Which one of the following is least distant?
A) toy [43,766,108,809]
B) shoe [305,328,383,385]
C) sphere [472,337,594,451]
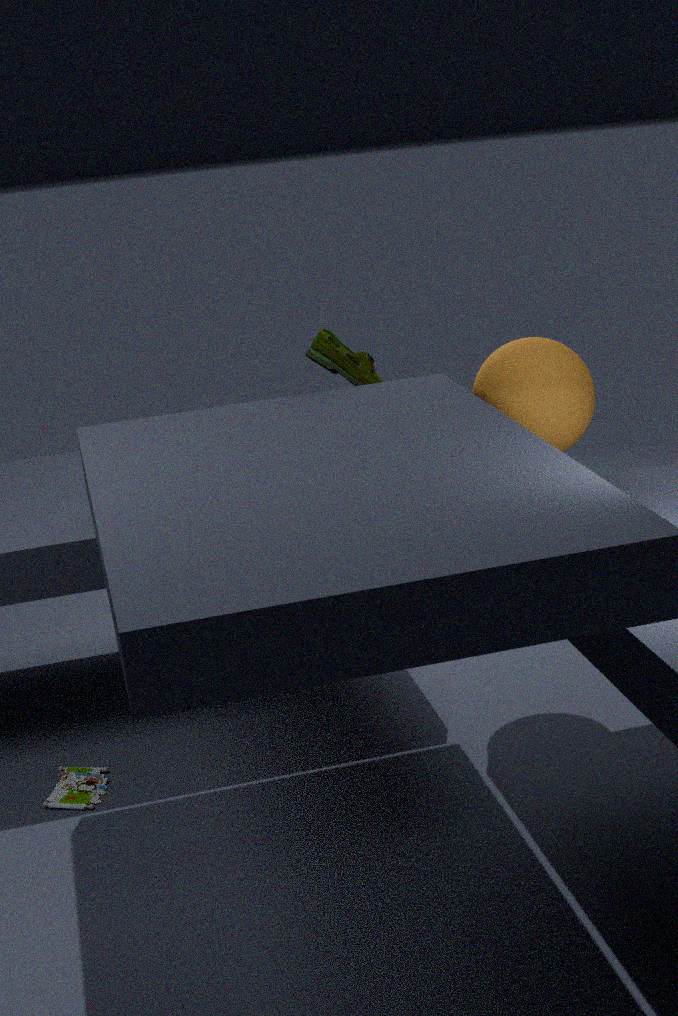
toy [43,766,108,809]
